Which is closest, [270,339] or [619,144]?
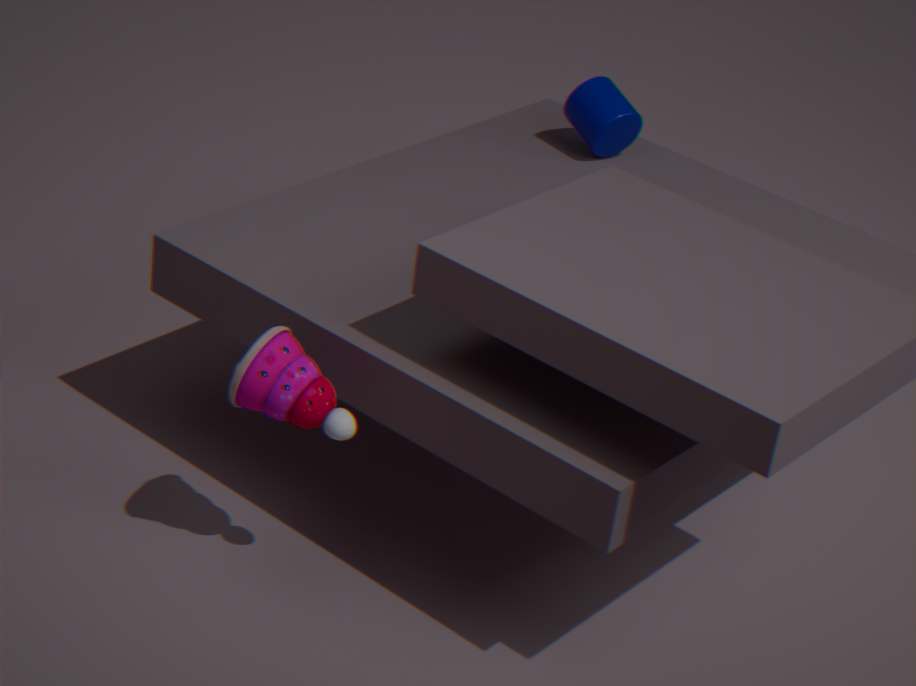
[270,339]
